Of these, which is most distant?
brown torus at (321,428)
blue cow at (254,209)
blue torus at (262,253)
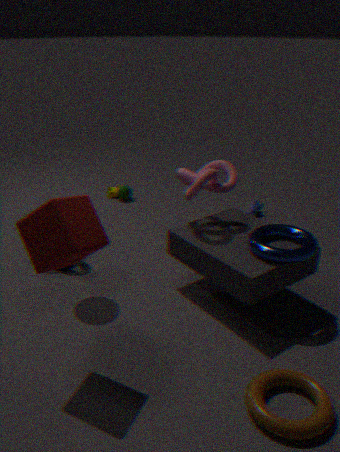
blue cow at (254,209)
